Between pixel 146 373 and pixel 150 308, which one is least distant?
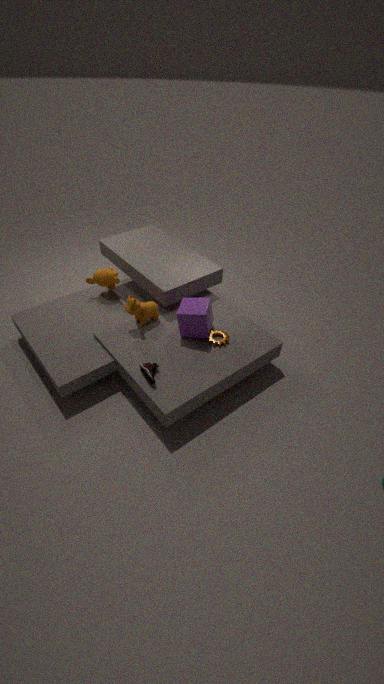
pixel 146 373
